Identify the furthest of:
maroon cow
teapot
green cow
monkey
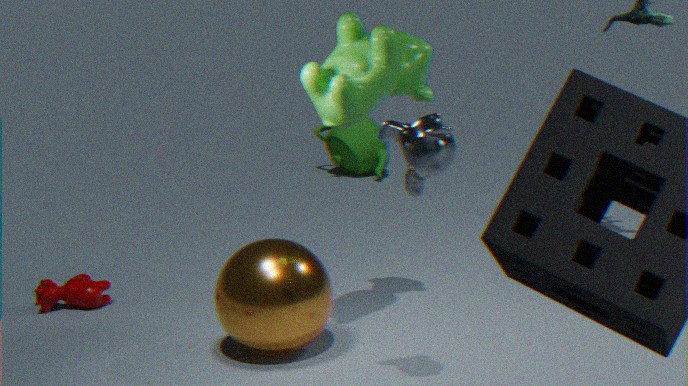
teapot
